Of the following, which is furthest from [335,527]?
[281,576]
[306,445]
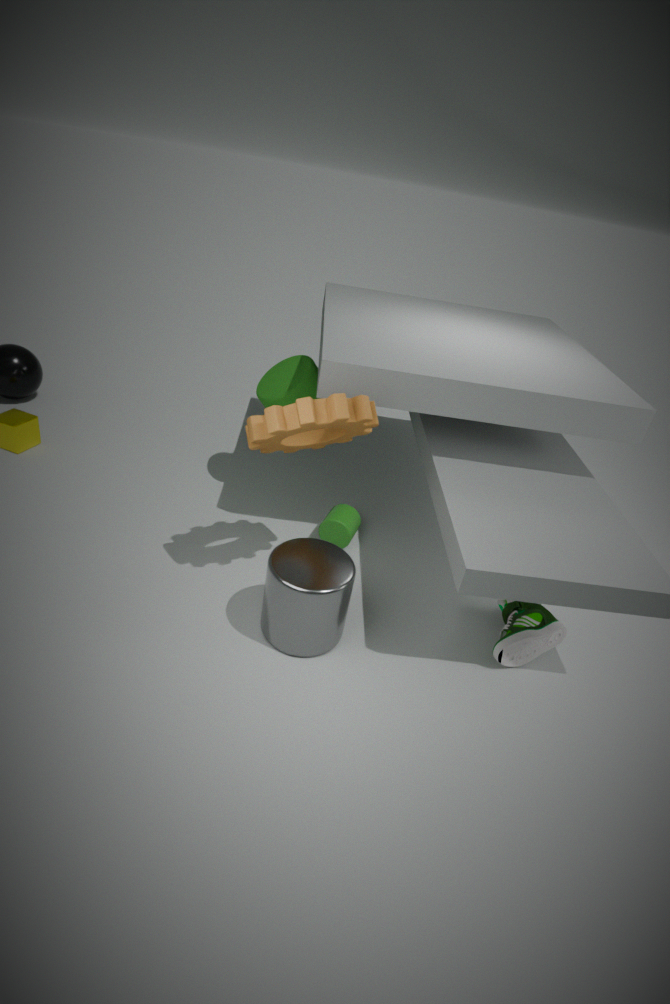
[306,445]
